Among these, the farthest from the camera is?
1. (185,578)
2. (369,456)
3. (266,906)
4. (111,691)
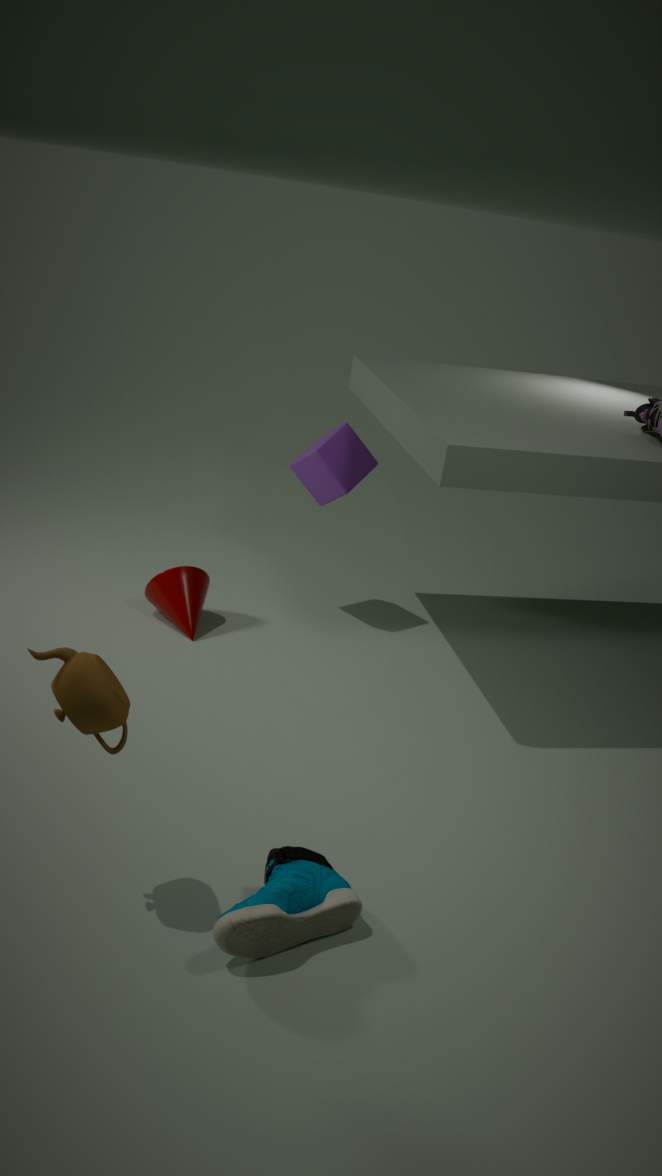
(369,456)
